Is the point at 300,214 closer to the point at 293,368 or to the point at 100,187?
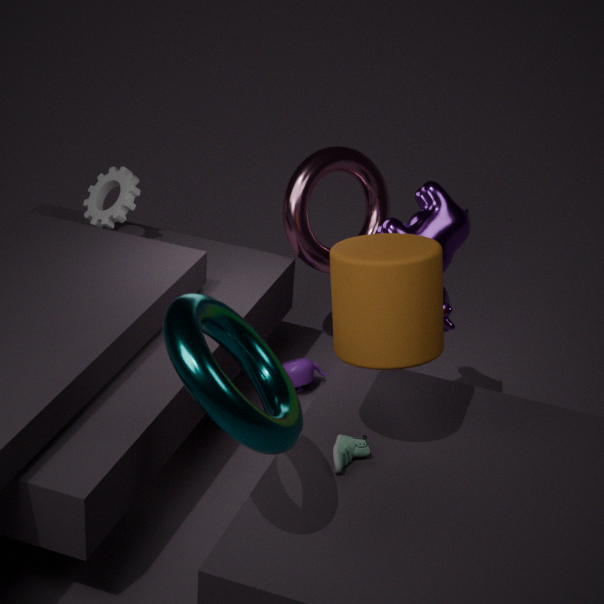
the point at 293,368
